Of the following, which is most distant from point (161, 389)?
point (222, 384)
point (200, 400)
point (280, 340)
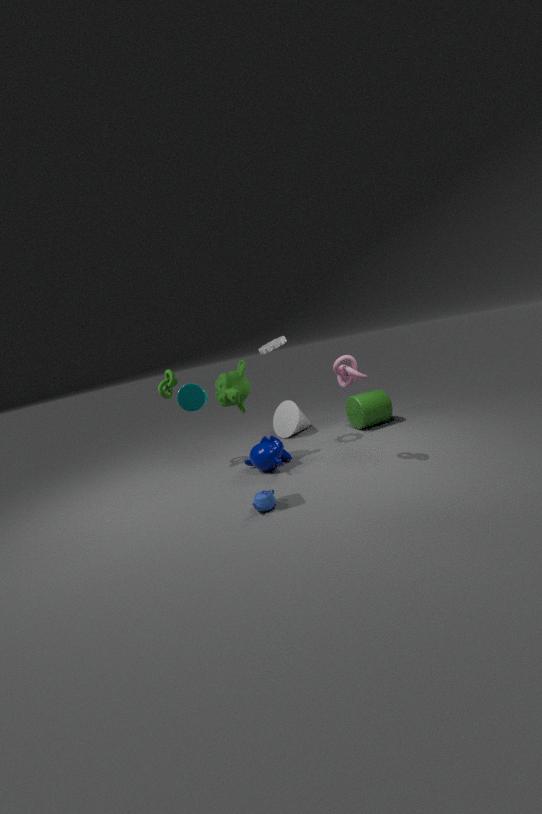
point (200, 400)
